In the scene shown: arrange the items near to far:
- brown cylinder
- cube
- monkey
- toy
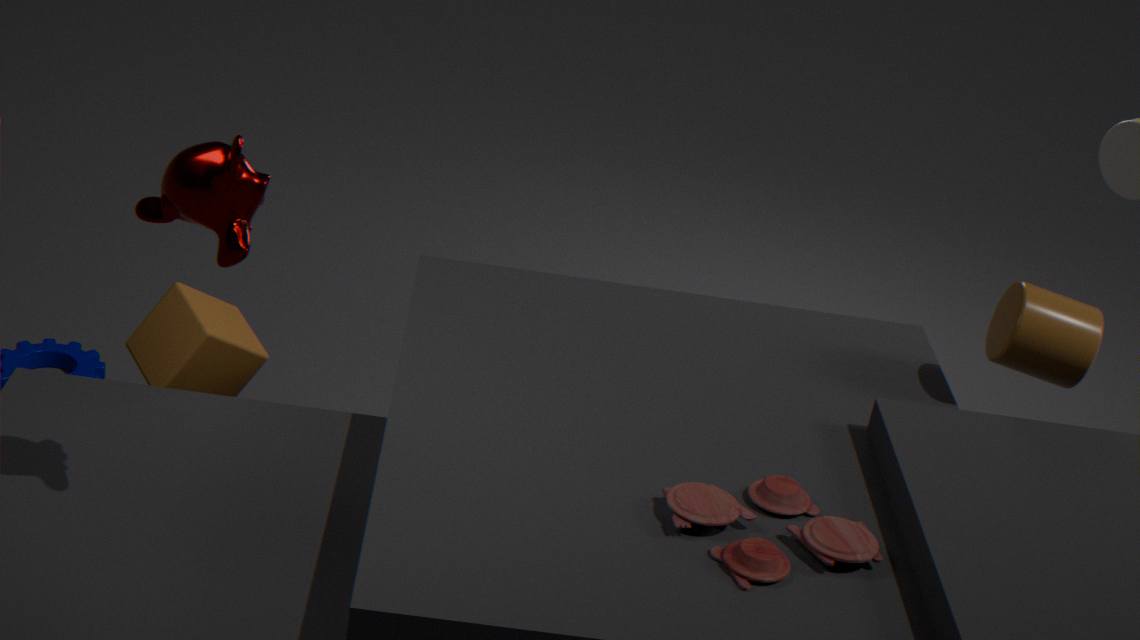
monkey < toy < cube < brown cylinder
